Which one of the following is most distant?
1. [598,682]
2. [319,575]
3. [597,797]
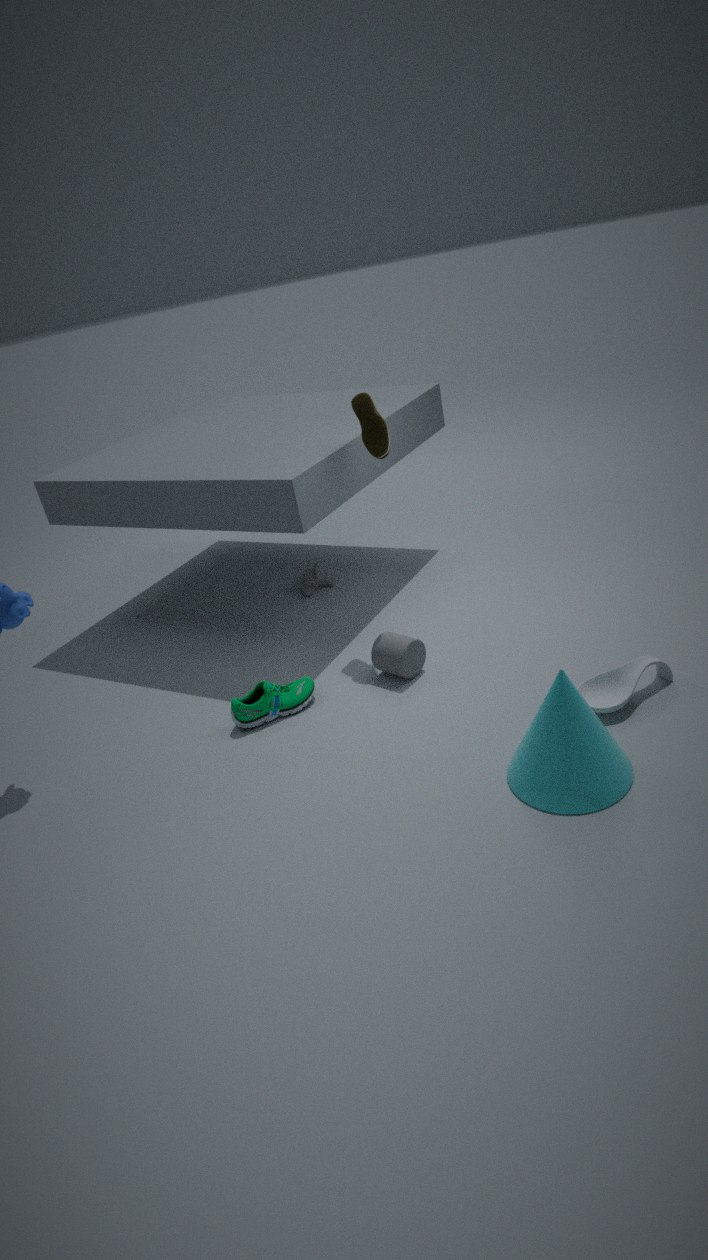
[319,575]
